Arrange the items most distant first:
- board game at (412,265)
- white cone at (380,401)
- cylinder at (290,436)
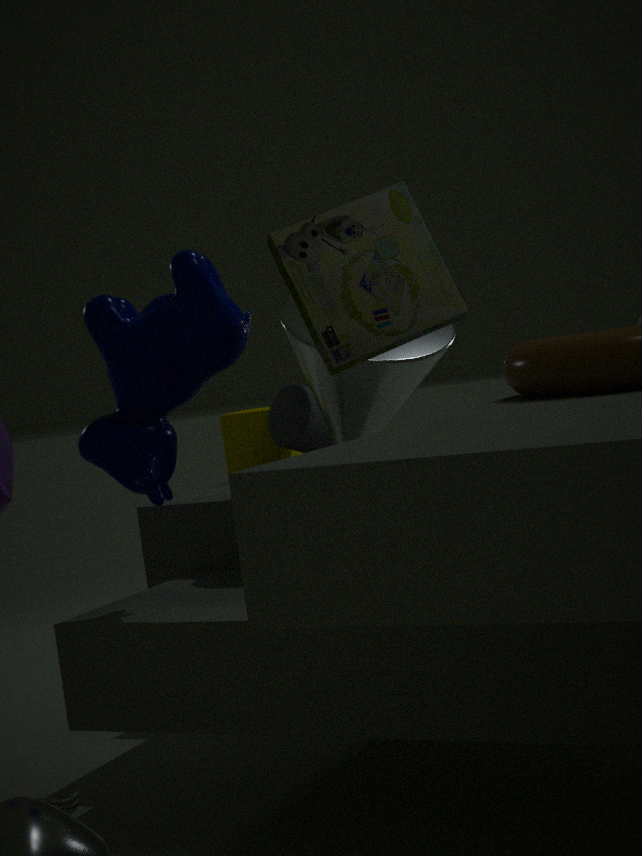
cylinder at (290,436), white cone at (380,401), board game at (412,265)
